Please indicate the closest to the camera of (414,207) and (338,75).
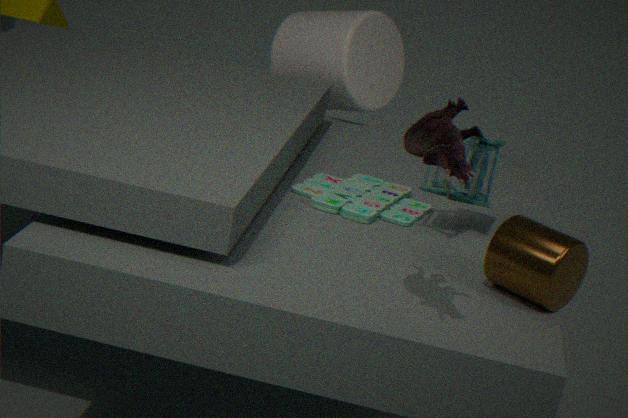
(414,207)
